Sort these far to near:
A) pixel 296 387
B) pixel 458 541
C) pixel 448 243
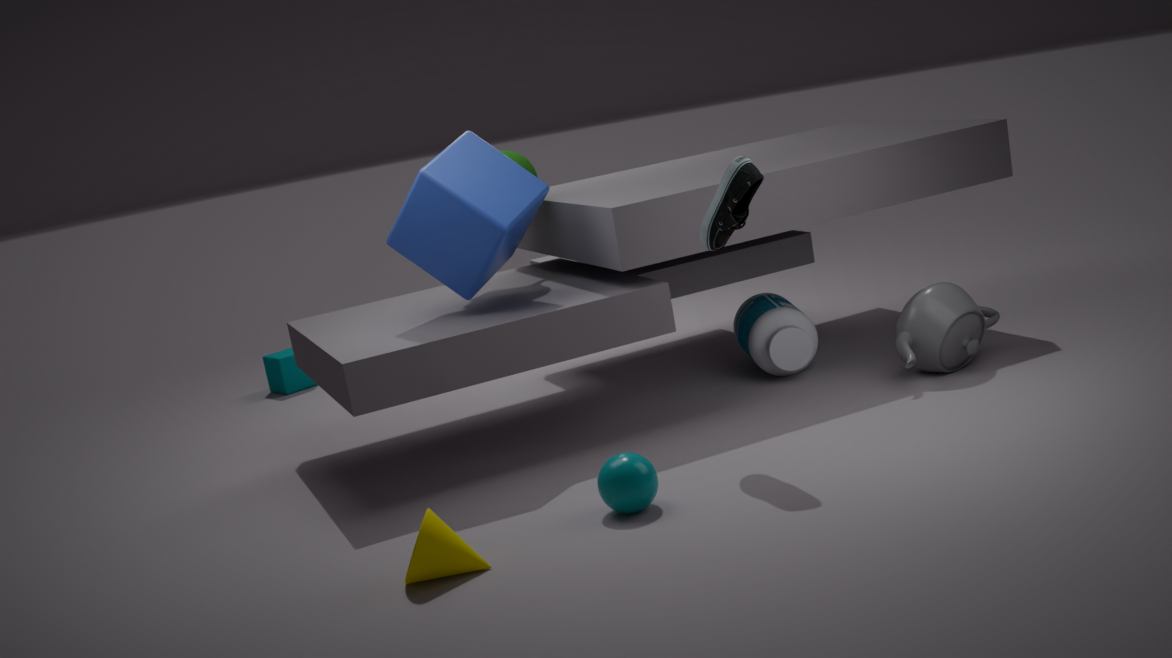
A. pixel 296 387 < C. pixel 448 243 < B. pixel 458 541
